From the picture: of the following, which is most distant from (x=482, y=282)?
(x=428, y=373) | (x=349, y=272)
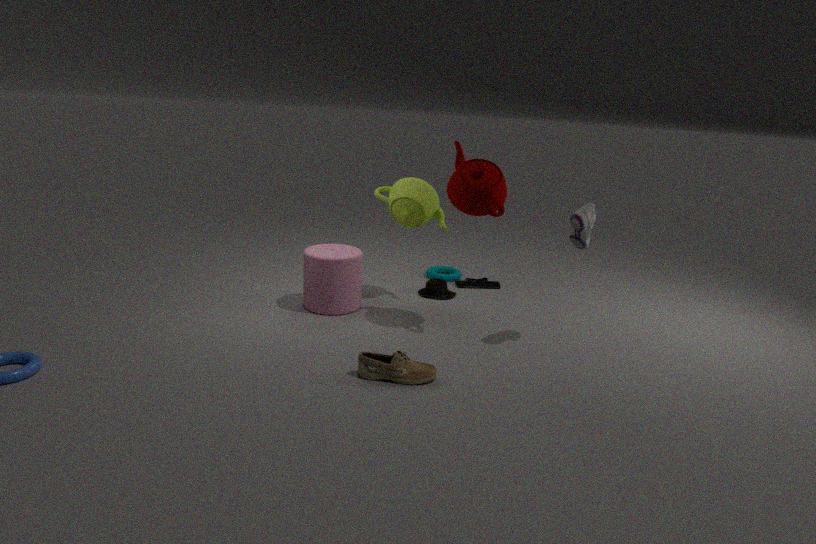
(x=428, y=373)
